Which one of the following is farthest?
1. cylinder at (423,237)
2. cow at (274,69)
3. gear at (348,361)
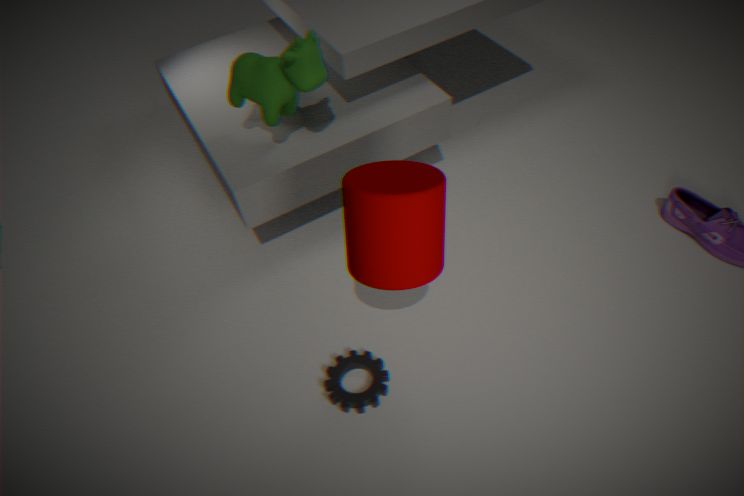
gear at (348,361)
